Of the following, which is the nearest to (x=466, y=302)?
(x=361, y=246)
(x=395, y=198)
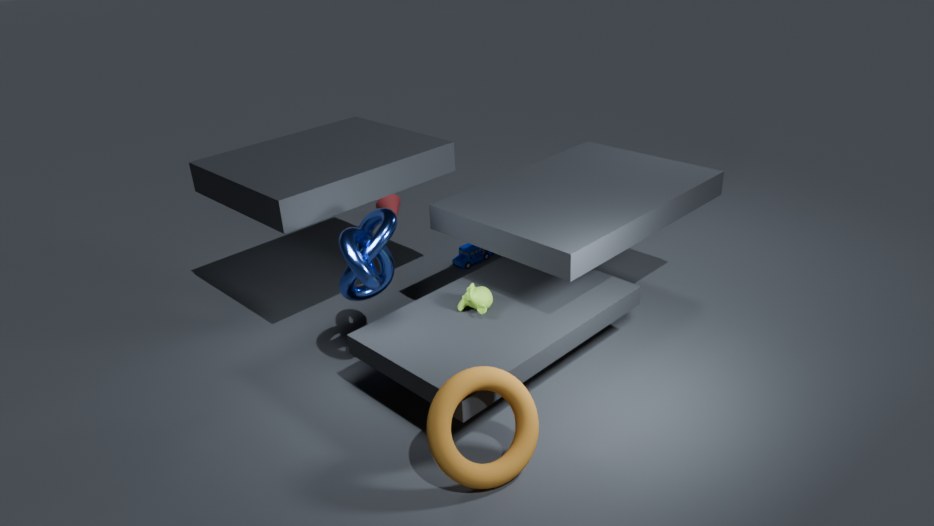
(x=361, y=246)
